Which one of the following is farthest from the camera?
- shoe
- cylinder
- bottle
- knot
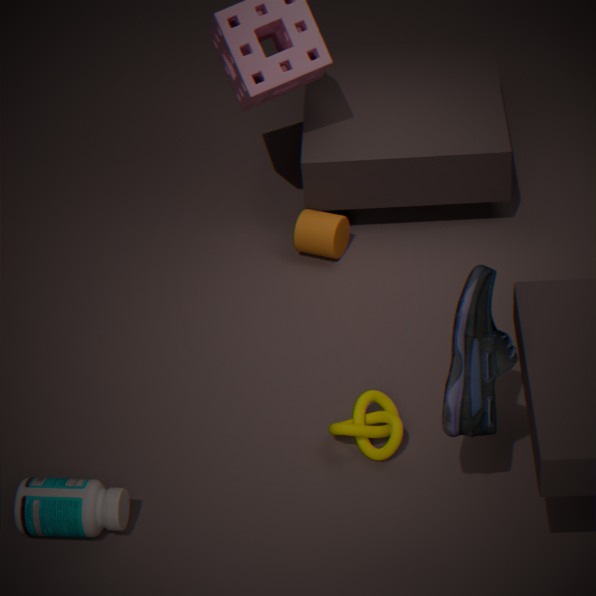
cylinder
